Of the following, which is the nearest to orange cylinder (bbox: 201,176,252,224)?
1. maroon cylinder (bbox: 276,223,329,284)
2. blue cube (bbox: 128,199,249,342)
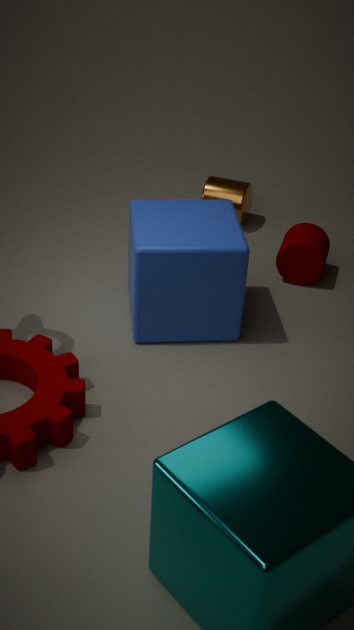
maroon cylinder (bbox: 276,223,329,284)
